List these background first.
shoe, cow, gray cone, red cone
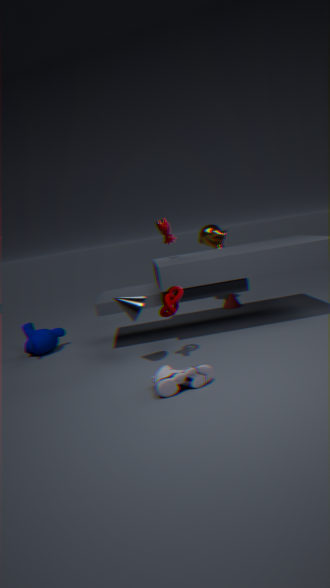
red cone, cow, gray cone, shoe
